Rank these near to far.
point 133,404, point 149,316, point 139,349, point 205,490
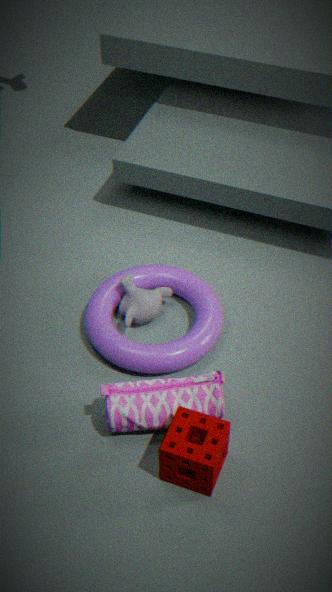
1. point 205,490
2. point 133,404
3. point 139,349
4. point 149,316
